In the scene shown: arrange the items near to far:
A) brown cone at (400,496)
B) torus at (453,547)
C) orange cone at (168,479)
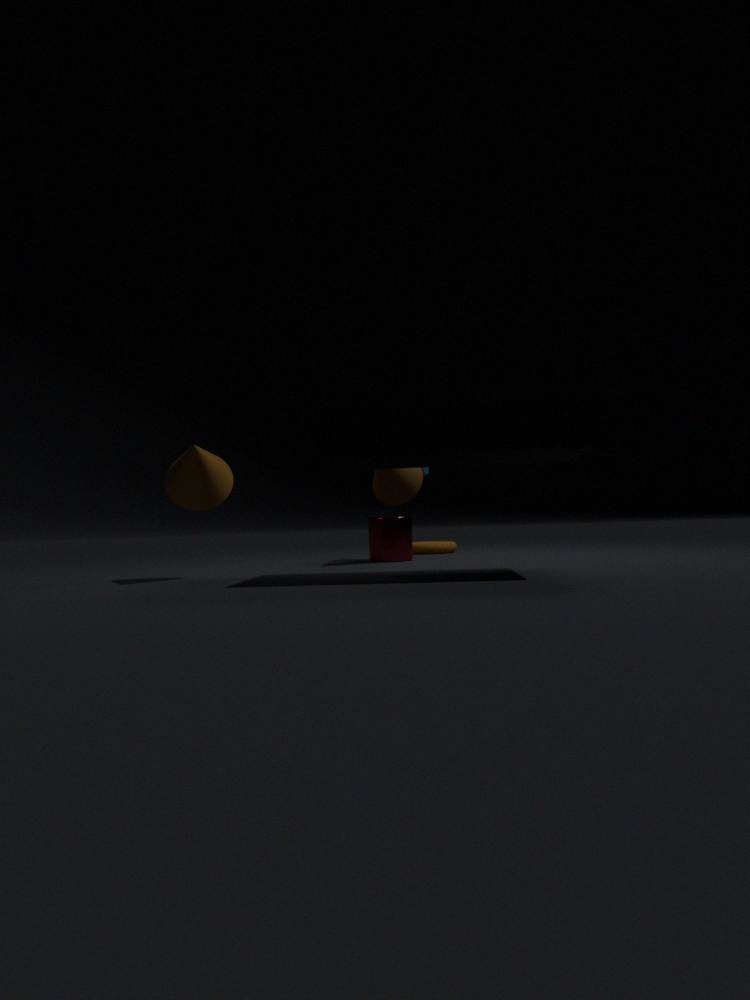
1. orange cone at (168,479)
2. brown cone at (400,496)
3. torus at (453,547)
